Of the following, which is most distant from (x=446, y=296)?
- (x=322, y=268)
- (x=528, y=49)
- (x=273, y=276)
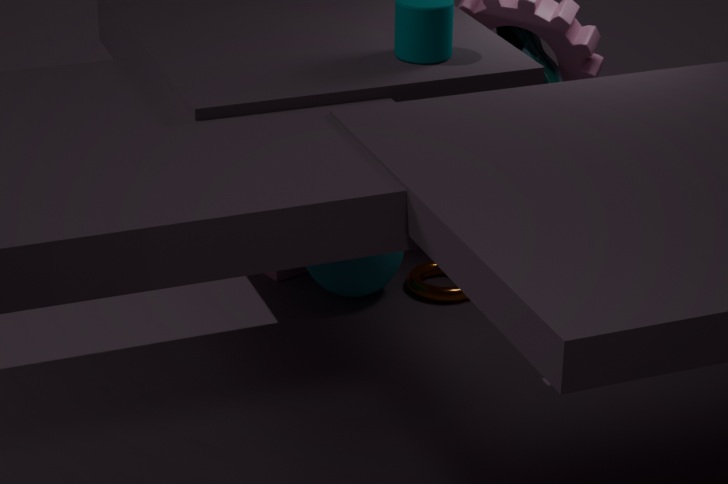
(x=528, y=49)
